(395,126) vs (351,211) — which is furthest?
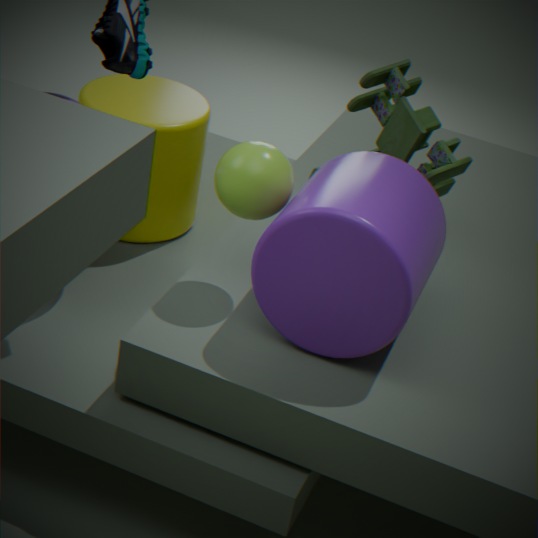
(395,126)
